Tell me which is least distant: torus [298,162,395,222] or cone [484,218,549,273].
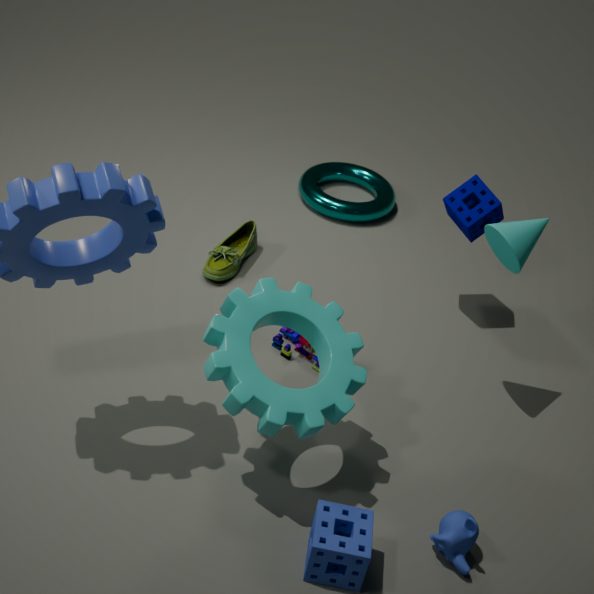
cone [484,218,549,273]
